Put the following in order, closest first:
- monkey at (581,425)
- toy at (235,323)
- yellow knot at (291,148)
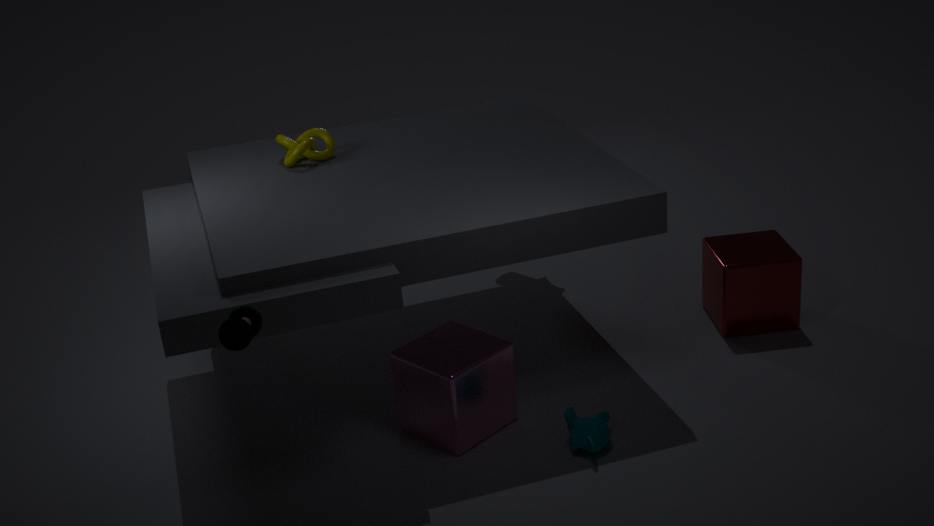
toy at (235,323), monkey at (581,425), yellow knot at (291,148)
